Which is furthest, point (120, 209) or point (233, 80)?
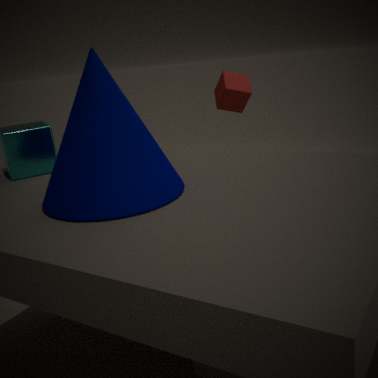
point (233, 80)
